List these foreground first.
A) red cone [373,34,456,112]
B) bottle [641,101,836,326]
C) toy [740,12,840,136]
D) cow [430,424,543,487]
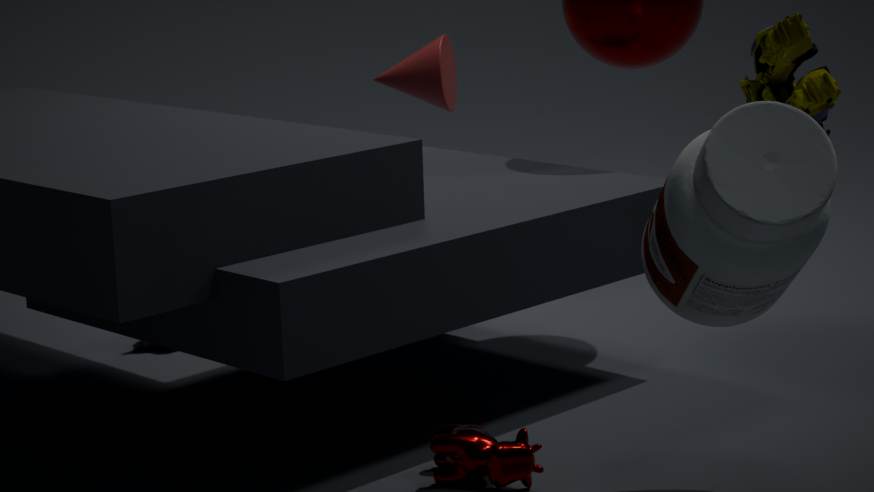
bottle [641,101,836,326] → toy [740,12,840,136] → cow [430,424,543,487] → red cone [373,34,456,112]
